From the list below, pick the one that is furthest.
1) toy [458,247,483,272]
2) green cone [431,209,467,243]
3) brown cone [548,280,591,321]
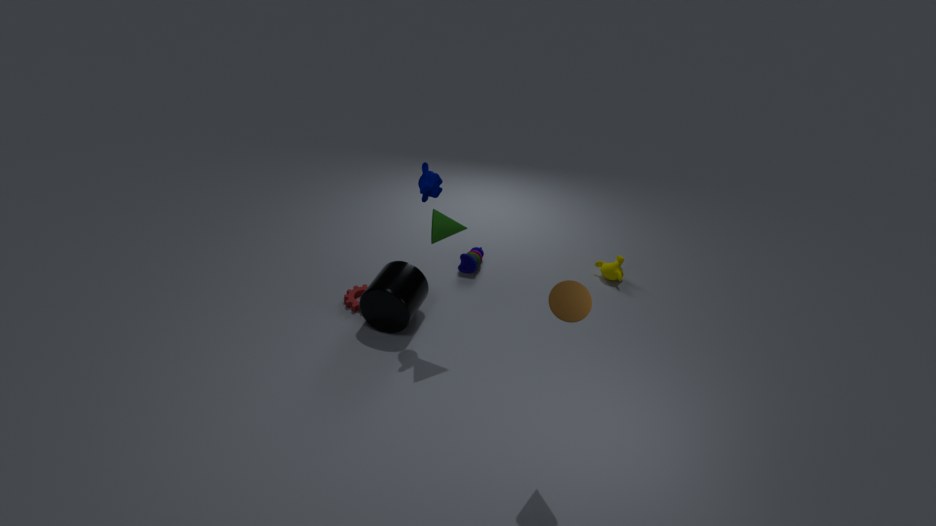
1. toy [458,247,483,272]
